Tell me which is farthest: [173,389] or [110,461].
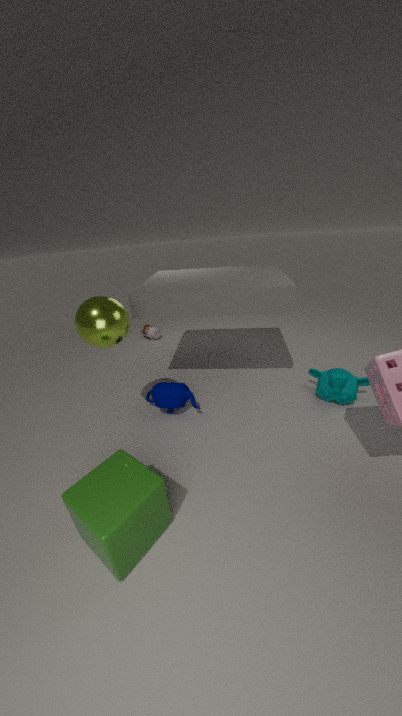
[173,389]
